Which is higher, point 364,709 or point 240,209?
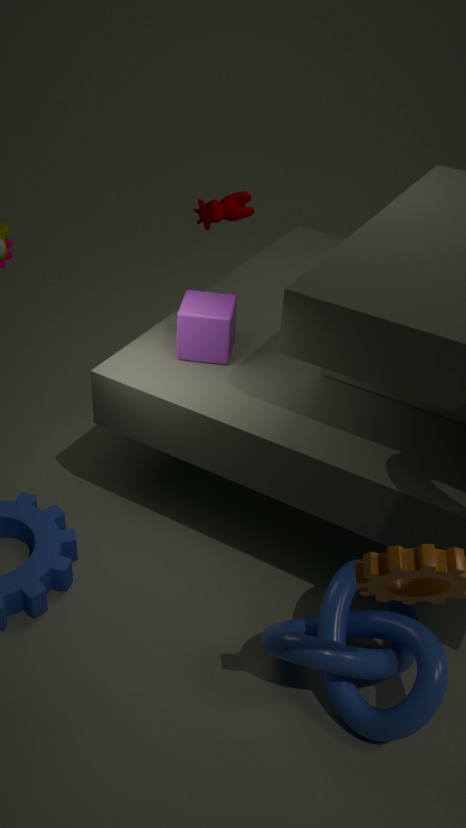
point 240,209
